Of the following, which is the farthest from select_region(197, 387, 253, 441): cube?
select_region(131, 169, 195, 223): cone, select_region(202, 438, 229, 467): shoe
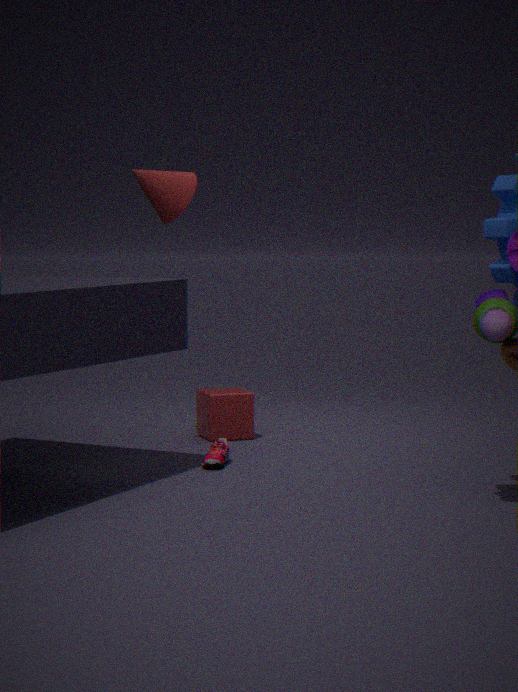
select_region(131, 169, 195, 223): cone
